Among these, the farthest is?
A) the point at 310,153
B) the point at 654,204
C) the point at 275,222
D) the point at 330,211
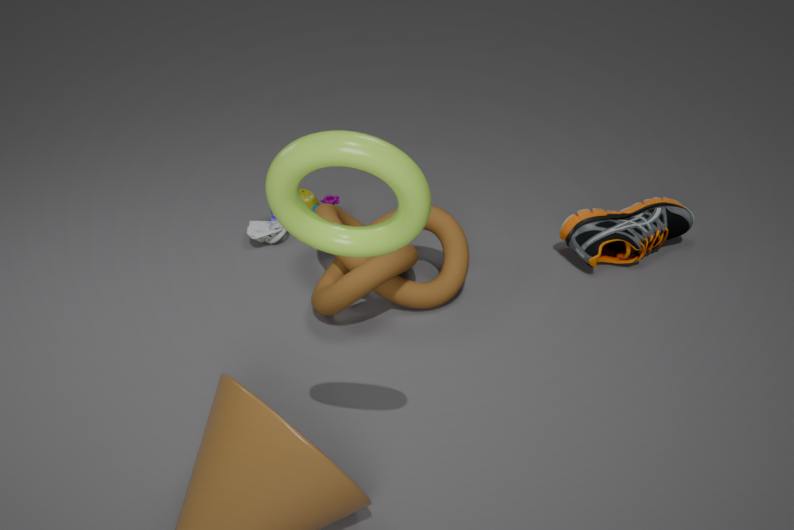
the point at 275,222
